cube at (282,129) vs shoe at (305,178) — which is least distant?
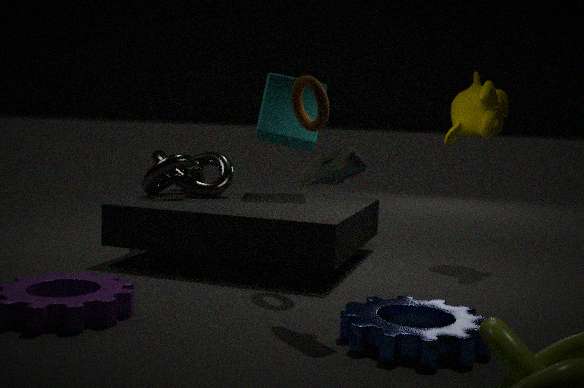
shoe at (305,178)
